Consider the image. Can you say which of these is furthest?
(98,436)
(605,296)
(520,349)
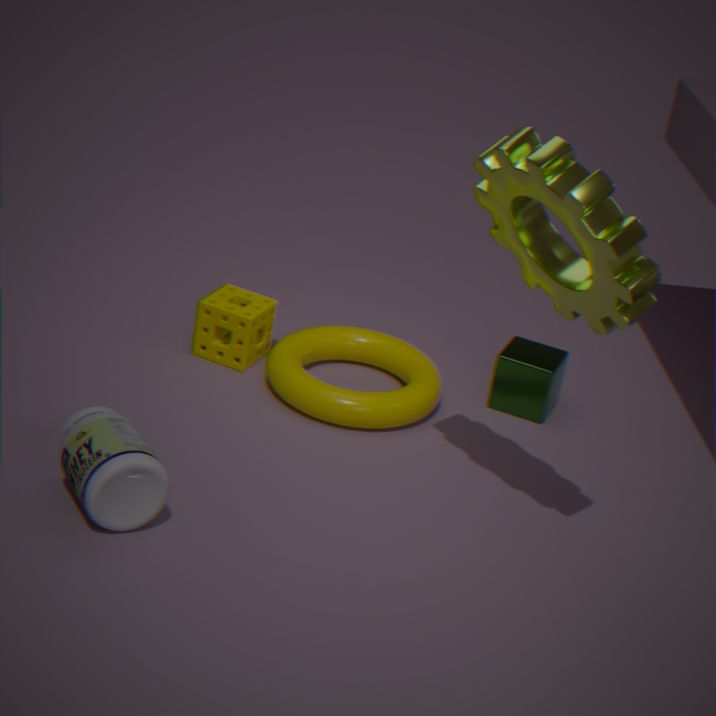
(520,349)
